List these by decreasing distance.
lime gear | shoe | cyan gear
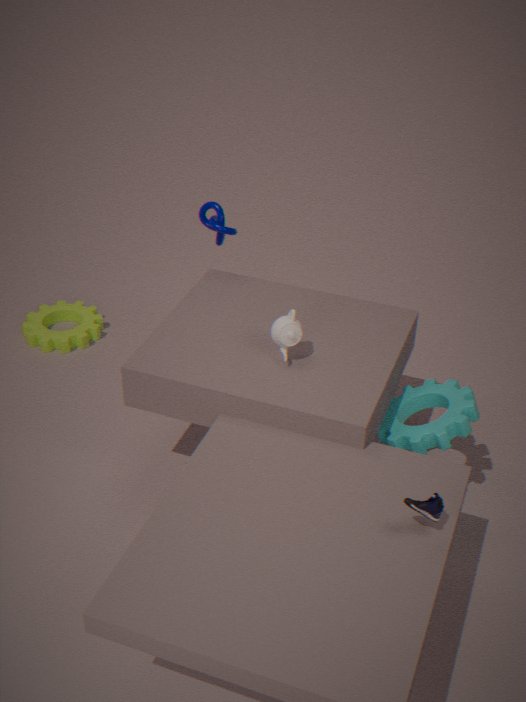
lime gear
cyan gear
shoe
